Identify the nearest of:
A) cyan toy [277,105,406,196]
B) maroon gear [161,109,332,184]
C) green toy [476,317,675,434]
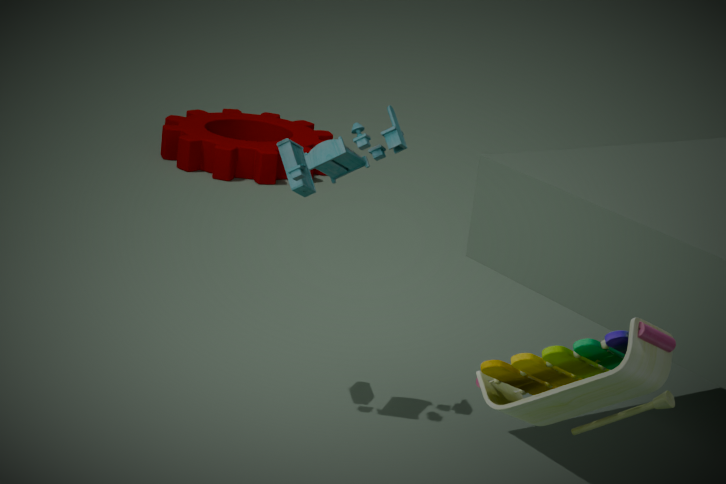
green toy [476,317,675,434]
